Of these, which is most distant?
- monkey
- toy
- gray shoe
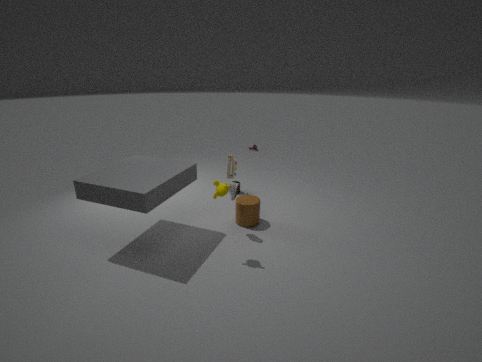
toy
